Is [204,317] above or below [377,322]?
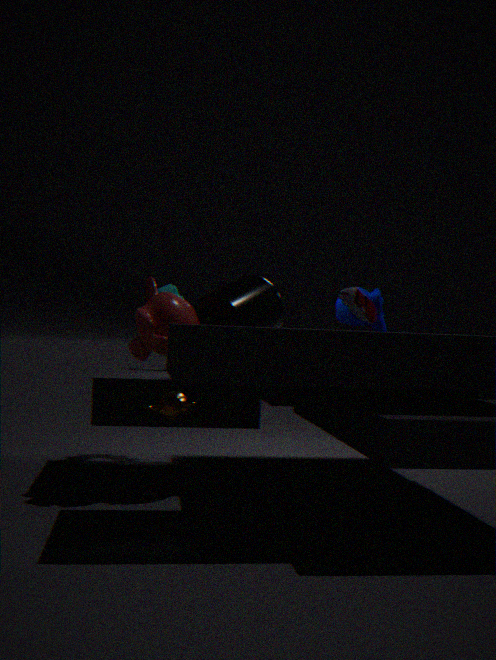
below
